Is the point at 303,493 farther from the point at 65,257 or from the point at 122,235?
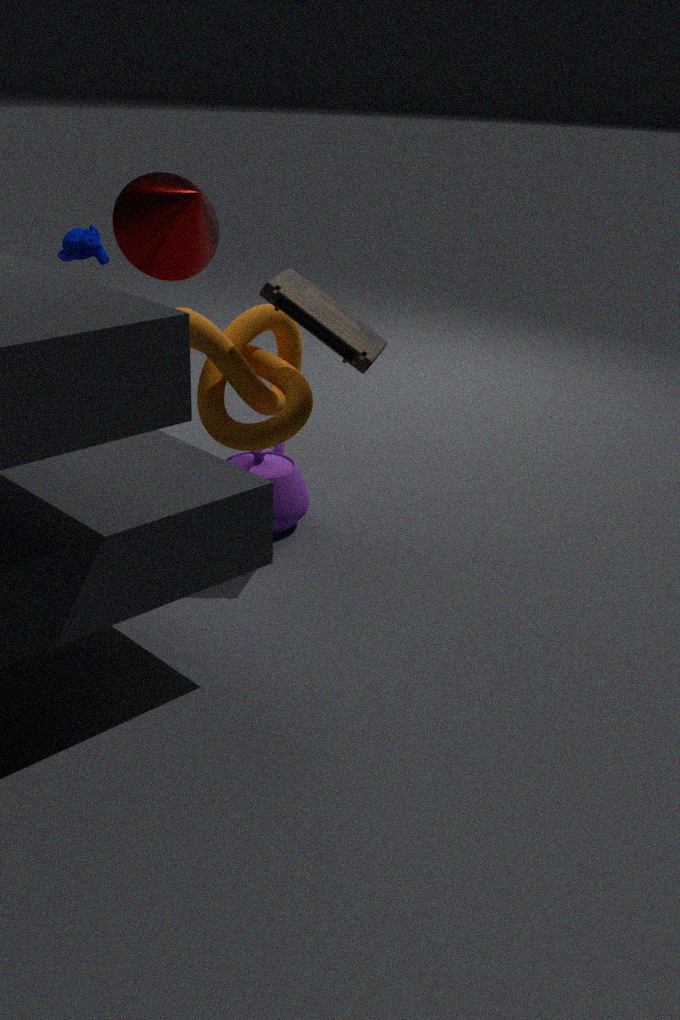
the point at 65,257
